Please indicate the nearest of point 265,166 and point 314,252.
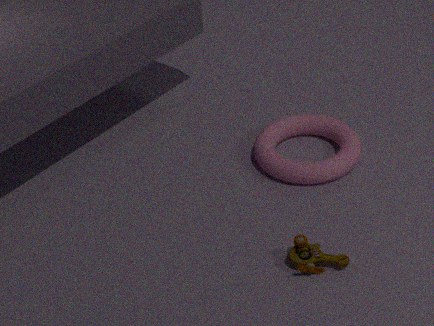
point 314,252
